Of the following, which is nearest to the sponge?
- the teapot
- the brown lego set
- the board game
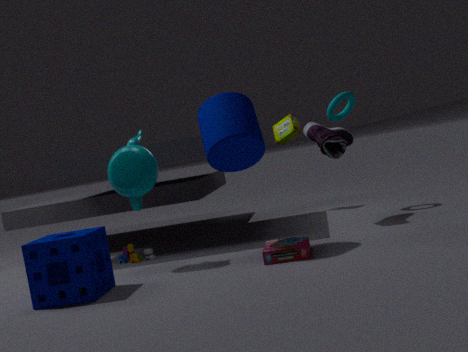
the teapot
